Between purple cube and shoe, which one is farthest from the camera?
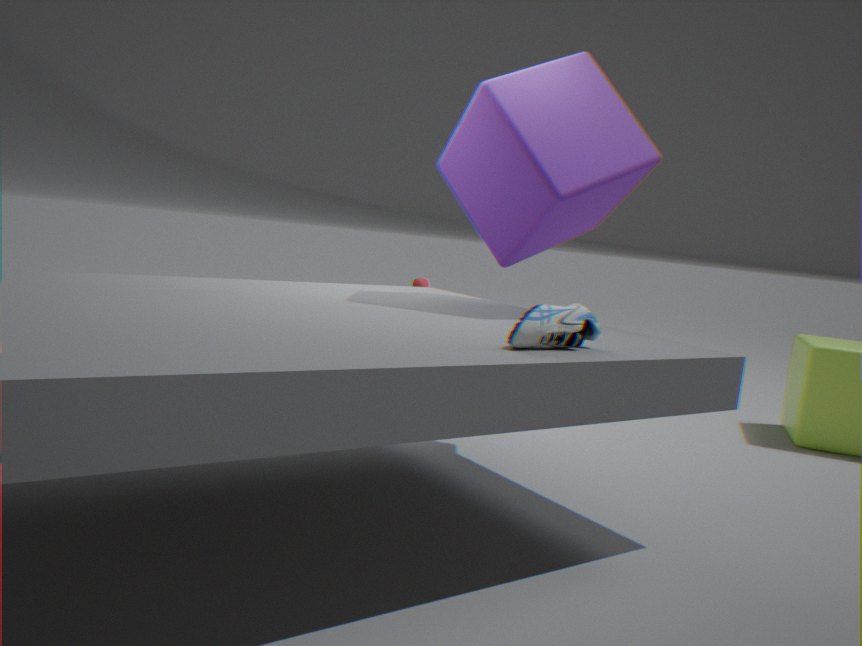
purple cube
